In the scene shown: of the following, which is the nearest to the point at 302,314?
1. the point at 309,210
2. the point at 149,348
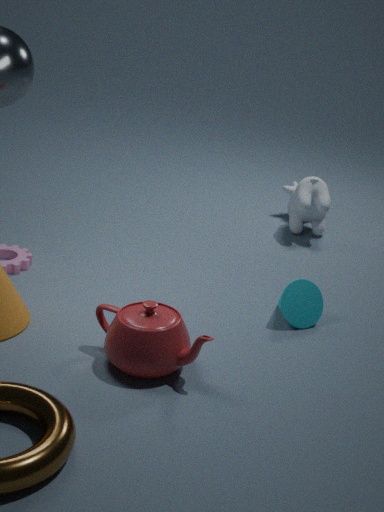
the point at 149,348
